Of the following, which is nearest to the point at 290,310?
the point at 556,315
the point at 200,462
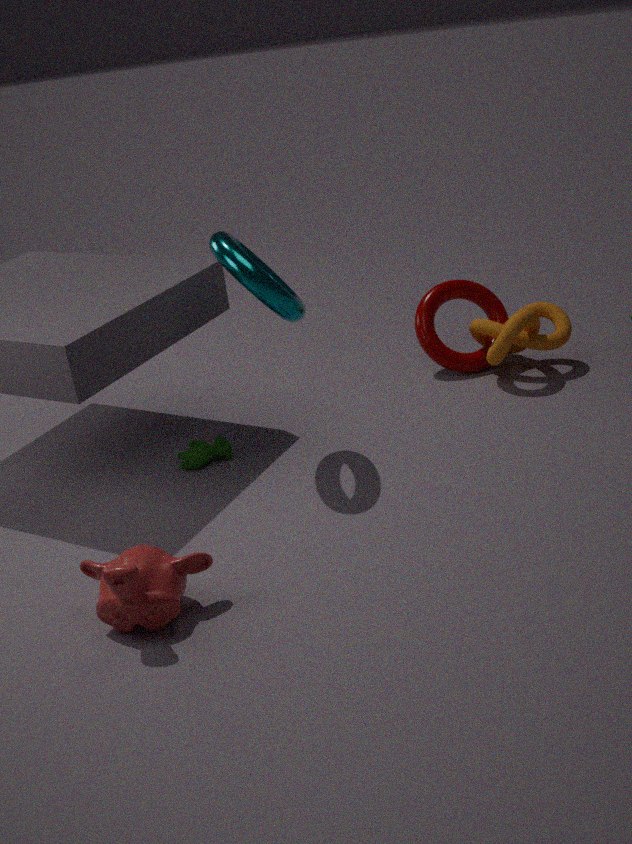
the point at 200,462
